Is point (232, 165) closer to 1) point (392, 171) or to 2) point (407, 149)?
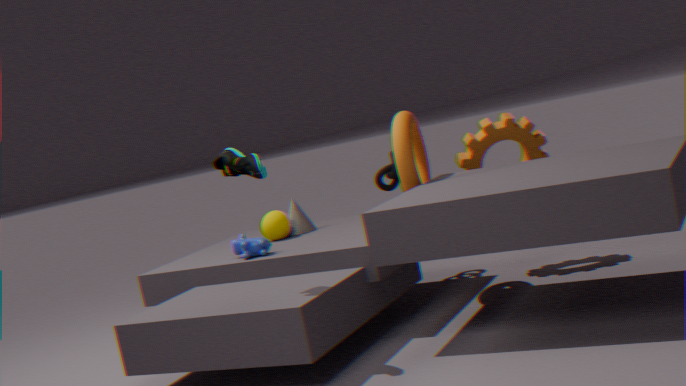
2) point (407, 149)
